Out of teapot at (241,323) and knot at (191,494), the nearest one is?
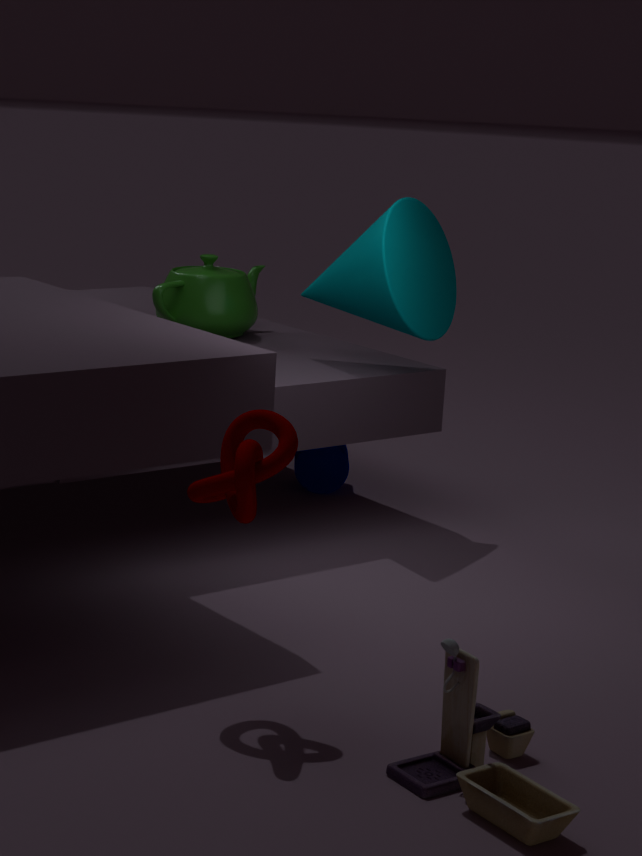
knot at (191,494)
